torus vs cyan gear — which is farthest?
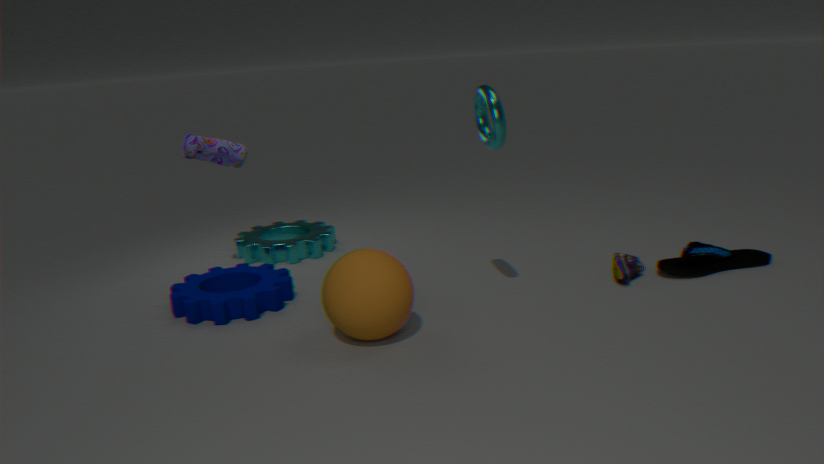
cyan gear
